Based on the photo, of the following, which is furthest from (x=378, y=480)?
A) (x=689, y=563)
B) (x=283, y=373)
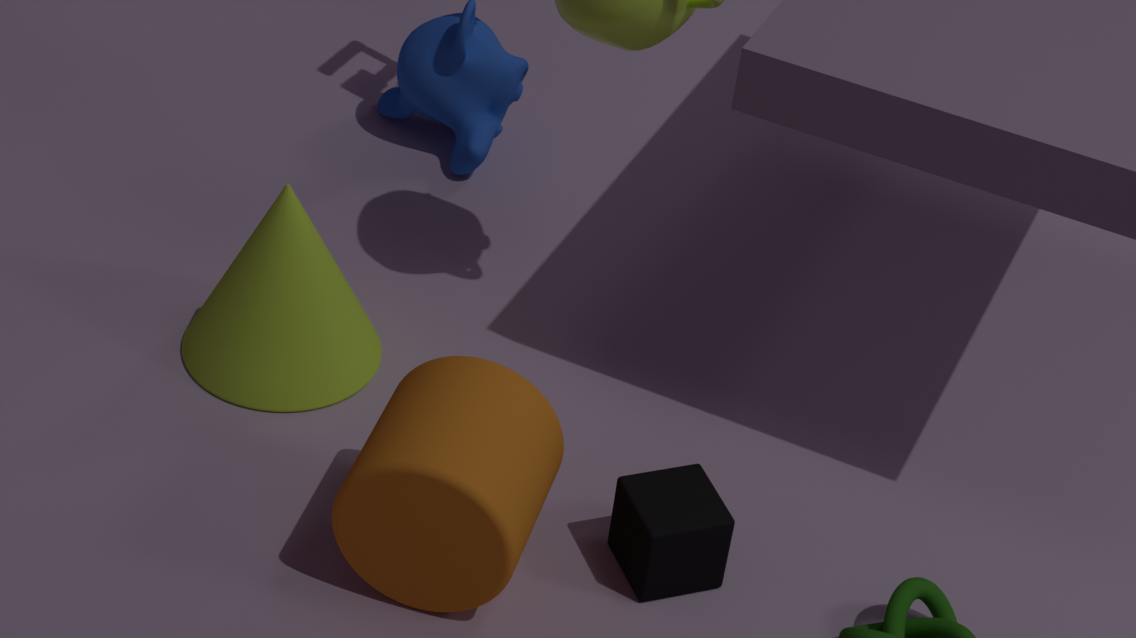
(x=283, y=373)
